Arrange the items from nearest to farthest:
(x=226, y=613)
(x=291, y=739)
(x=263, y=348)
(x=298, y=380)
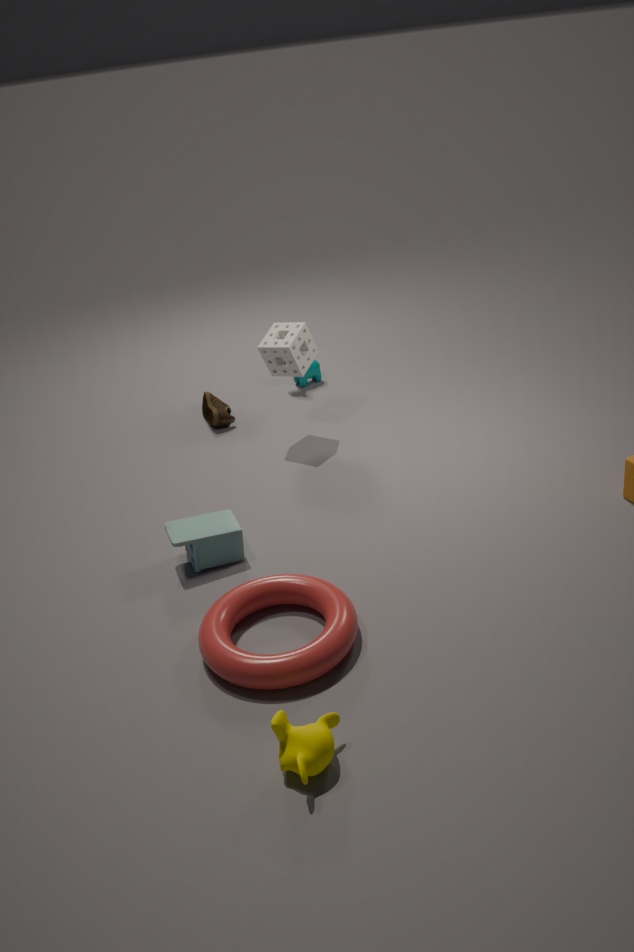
1. (x=291, y=739)
2. (x=226, y=613)
3. (x=263, y=348)
4. (x=298, y=380)
